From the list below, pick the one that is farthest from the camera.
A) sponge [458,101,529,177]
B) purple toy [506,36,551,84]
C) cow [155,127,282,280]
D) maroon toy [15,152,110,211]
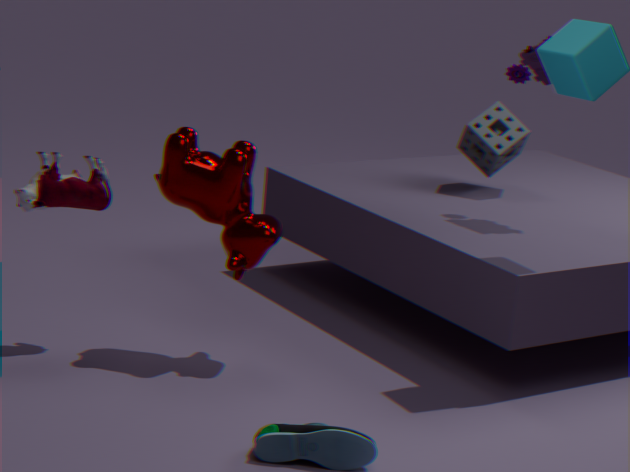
sponge [458,101,529,177]
